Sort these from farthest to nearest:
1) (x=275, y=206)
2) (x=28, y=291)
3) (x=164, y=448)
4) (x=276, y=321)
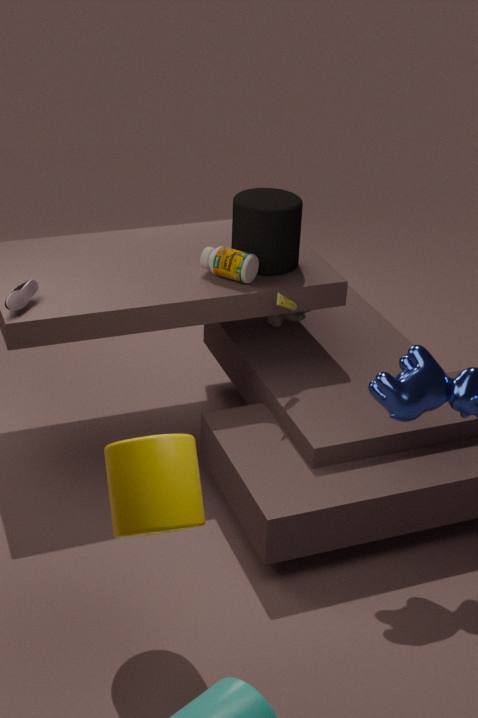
4. (x=276, y=321) → 1. (x=275, y=206) → 2. (x=28, y=291) → 3. (x=164, y=448)
